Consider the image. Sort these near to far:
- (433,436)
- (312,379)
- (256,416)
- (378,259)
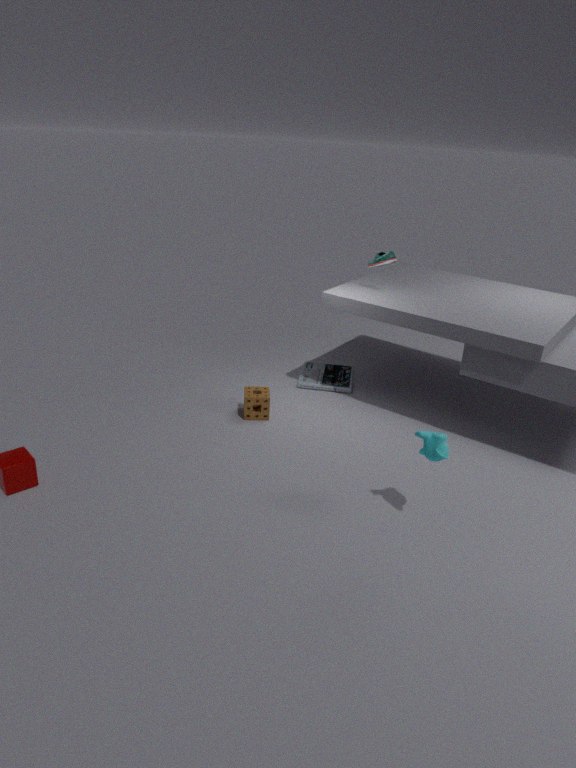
1. (433,436)
2. (256,416)
3. (378,259)
4. (312,379)
